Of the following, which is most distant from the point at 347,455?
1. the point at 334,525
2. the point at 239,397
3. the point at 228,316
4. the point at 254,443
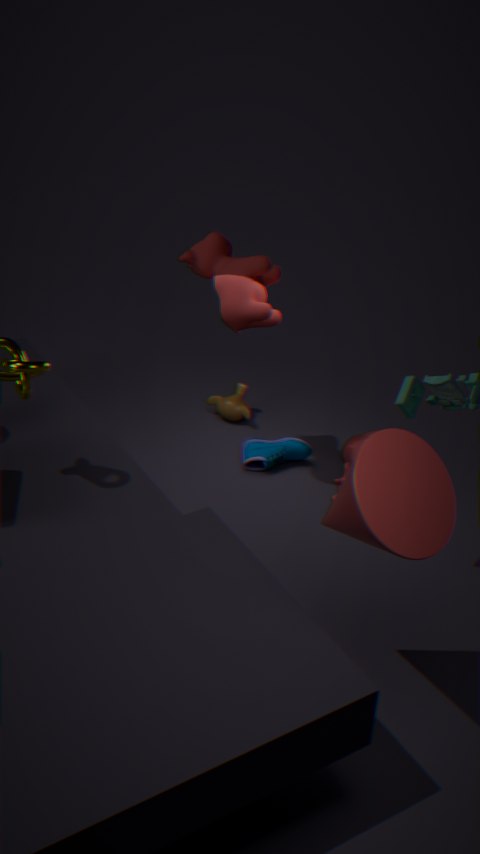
the point at 334,525
